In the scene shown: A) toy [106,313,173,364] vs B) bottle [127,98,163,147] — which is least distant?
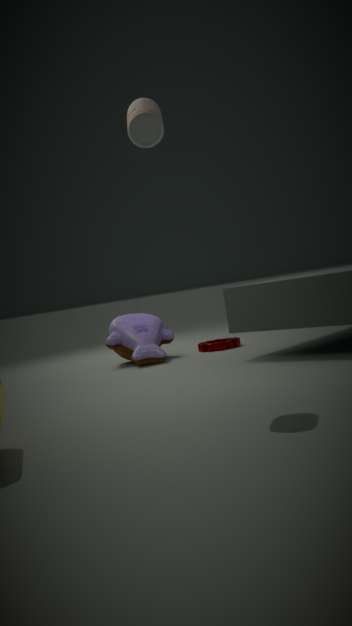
B. bottle [127,98,163,147]
